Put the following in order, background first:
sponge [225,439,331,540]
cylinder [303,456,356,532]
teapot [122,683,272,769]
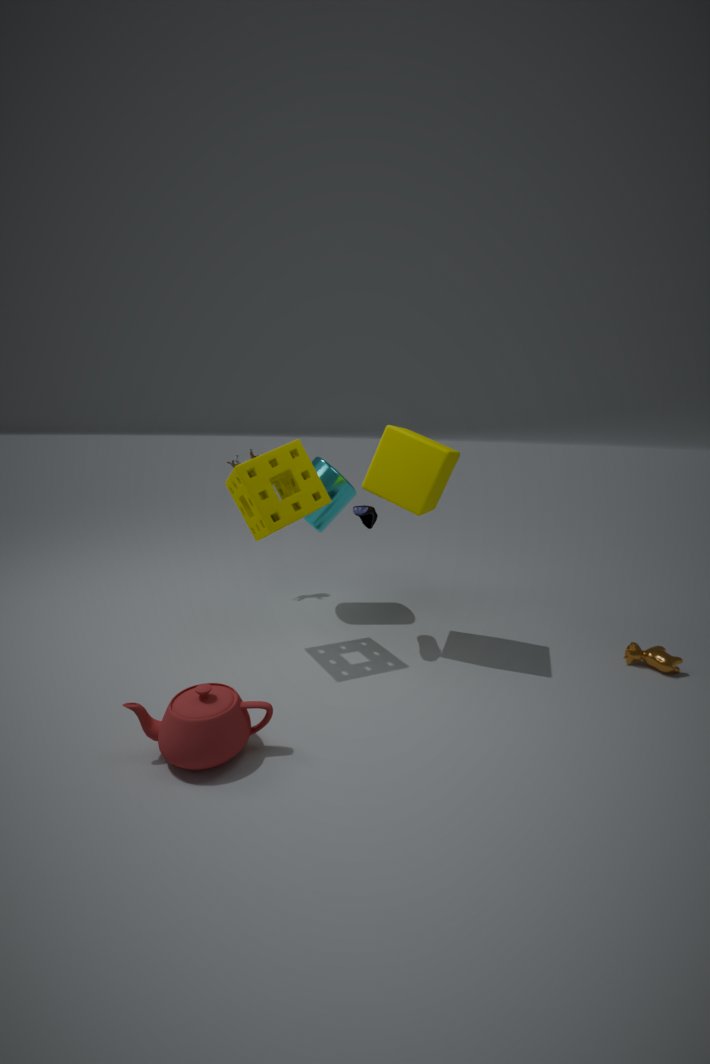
Result: cylinder [303,456,356,532]
sponge [225,439,331,540]
teapot [122,683,272,769]
